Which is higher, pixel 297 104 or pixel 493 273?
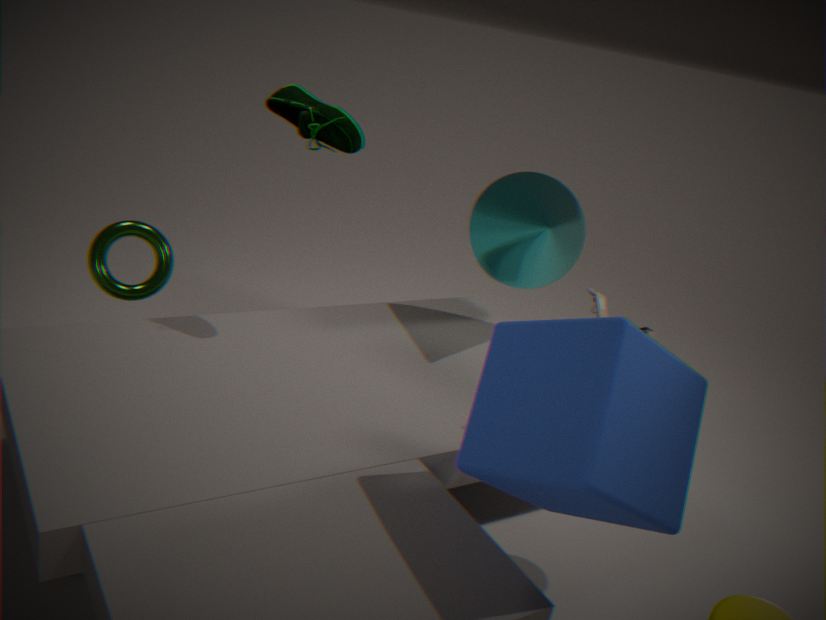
pixel 297 104
